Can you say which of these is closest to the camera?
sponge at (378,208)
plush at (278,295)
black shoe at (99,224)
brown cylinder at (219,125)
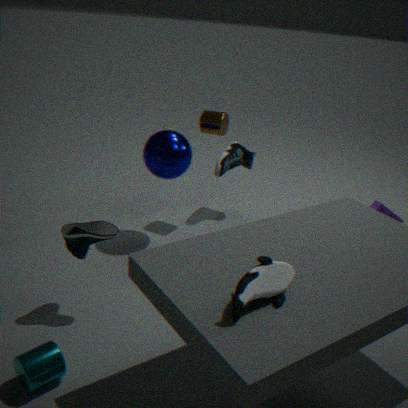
plush at (278,295)
